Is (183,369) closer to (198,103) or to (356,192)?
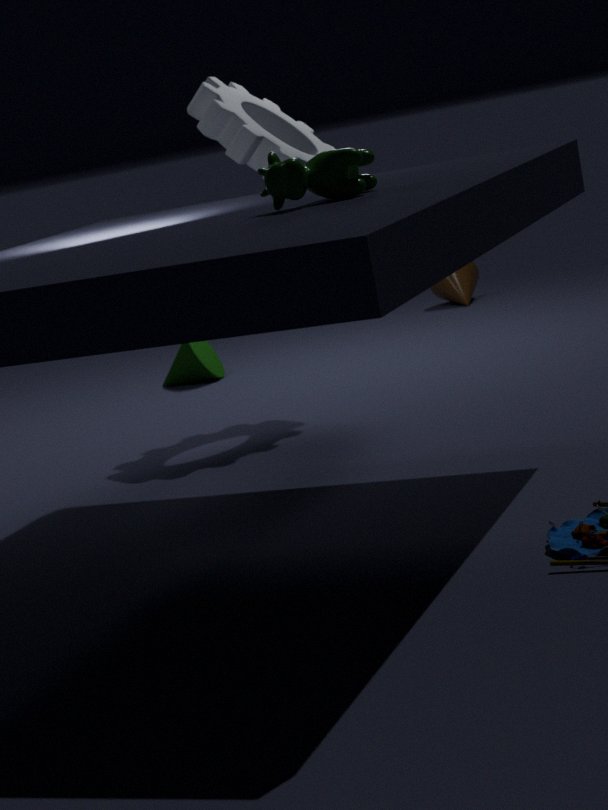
(198,103)
